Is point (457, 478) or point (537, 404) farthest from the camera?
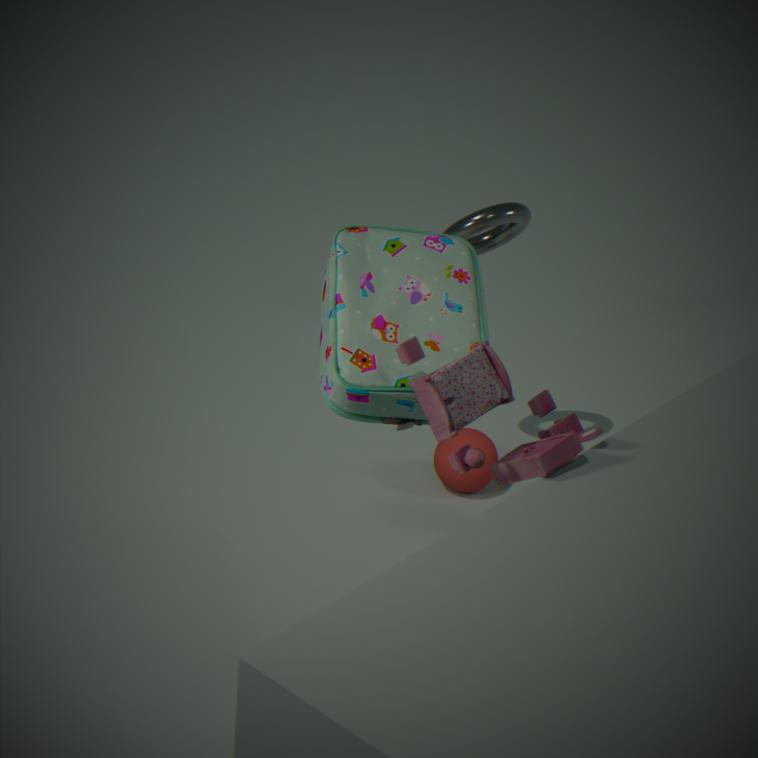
point (457, 478)
